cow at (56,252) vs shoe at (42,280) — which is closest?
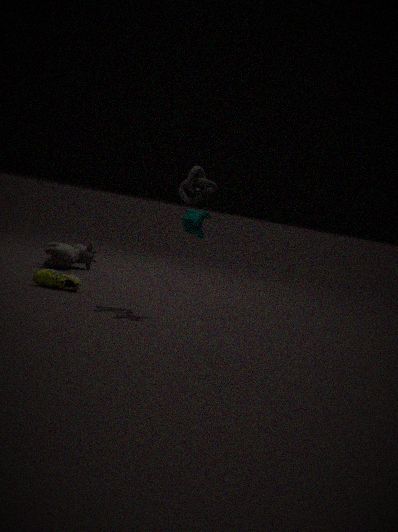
shoe at (42,280)
